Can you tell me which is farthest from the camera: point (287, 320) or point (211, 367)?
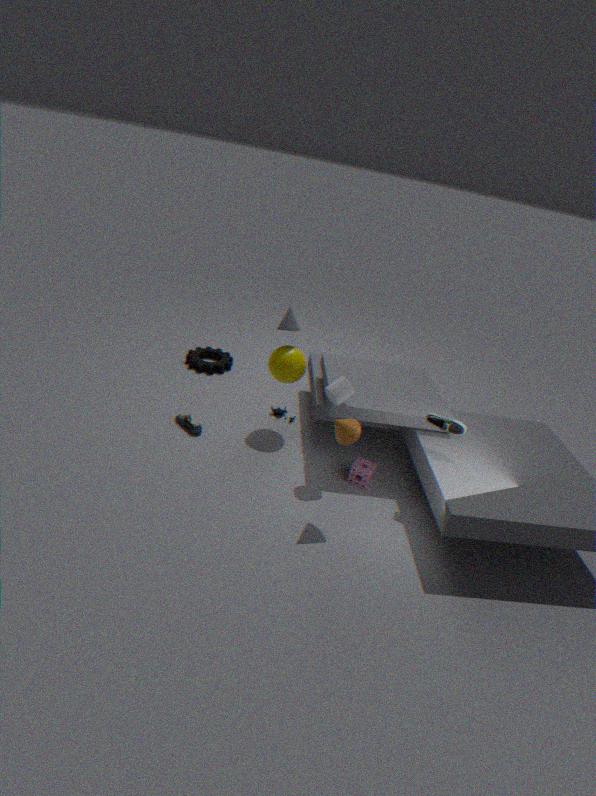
point (211, 367)
